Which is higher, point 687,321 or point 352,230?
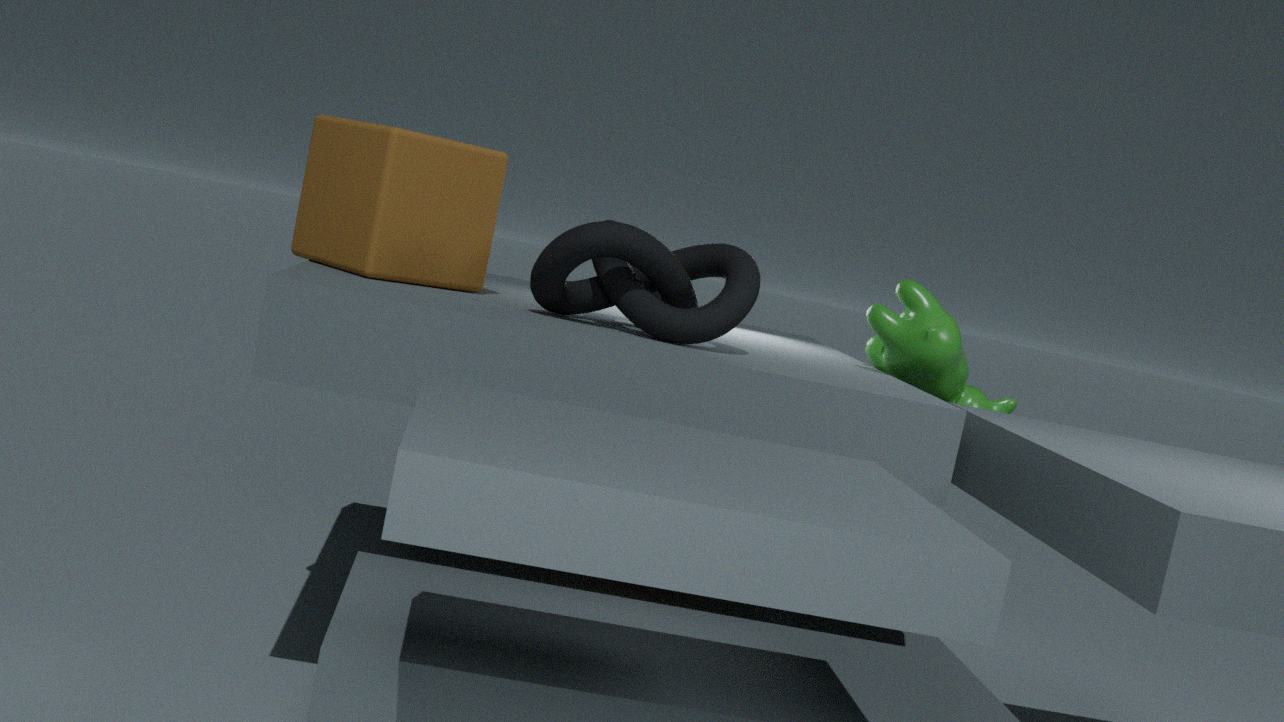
point 352,230
